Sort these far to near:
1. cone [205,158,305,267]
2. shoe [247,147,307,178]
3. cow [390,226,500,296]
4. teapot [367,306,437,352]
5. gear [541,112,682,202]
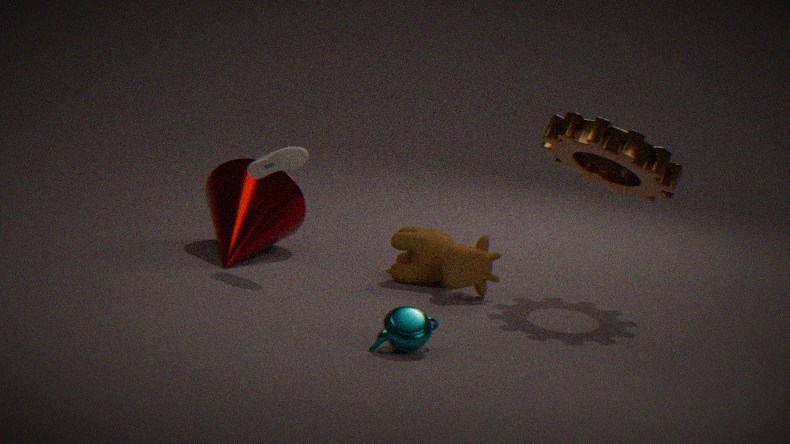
cone [205,158,305,267]
shoe [247,147,307,178]
cow [390,226,500,296]
gear [541,112,682,202]
teapot [367,306,437,352]
